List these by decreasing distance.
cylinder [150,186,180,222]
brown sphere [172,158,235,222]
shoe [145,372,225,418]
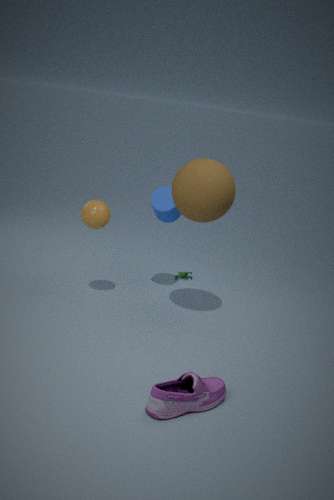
cylinder [150,186,180,222] → brown sphere [172,158,235,222] → shoe [145,372,225,418]
